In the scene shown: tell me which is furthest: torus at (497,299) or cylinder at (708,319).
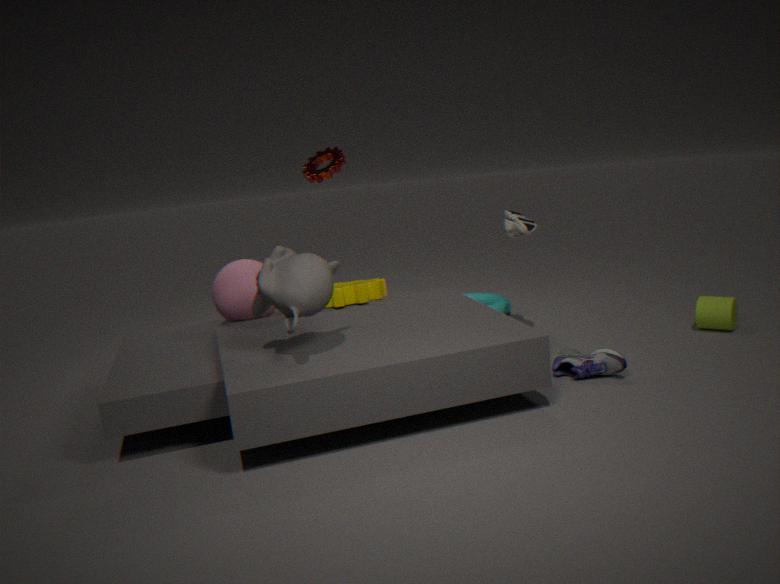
torus at (497,299)
